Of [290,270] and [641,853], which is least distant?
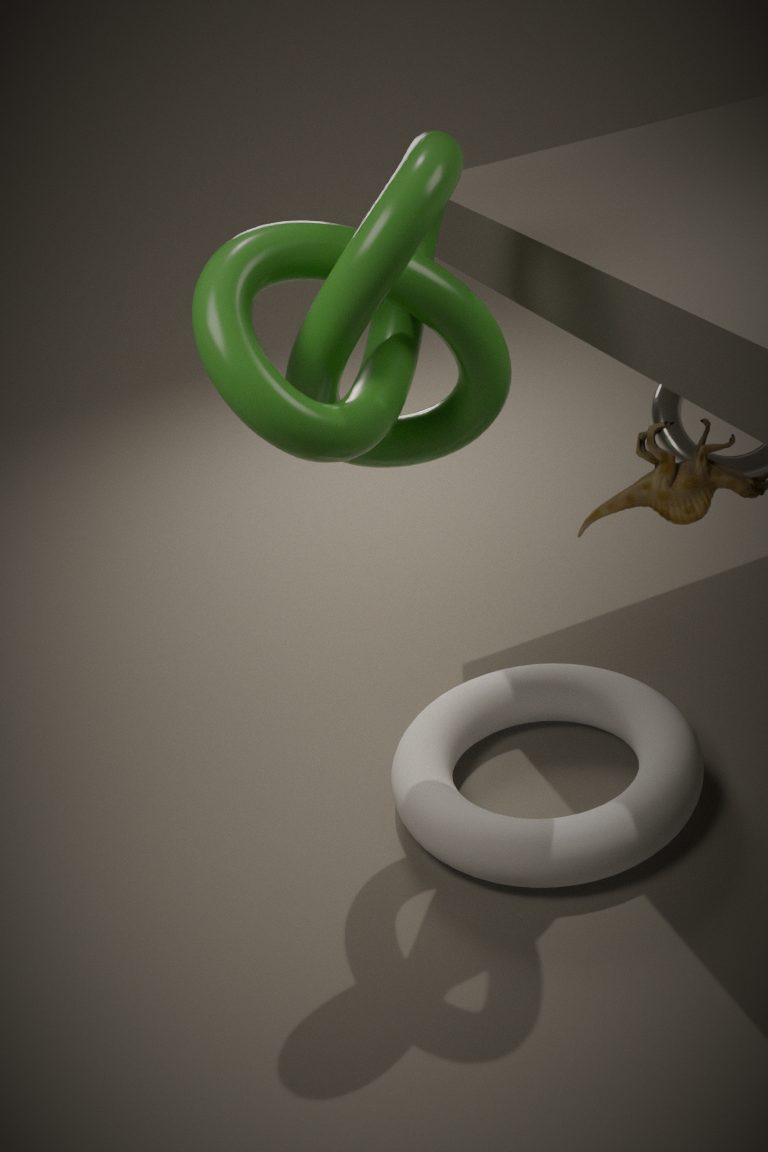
[290,270]
